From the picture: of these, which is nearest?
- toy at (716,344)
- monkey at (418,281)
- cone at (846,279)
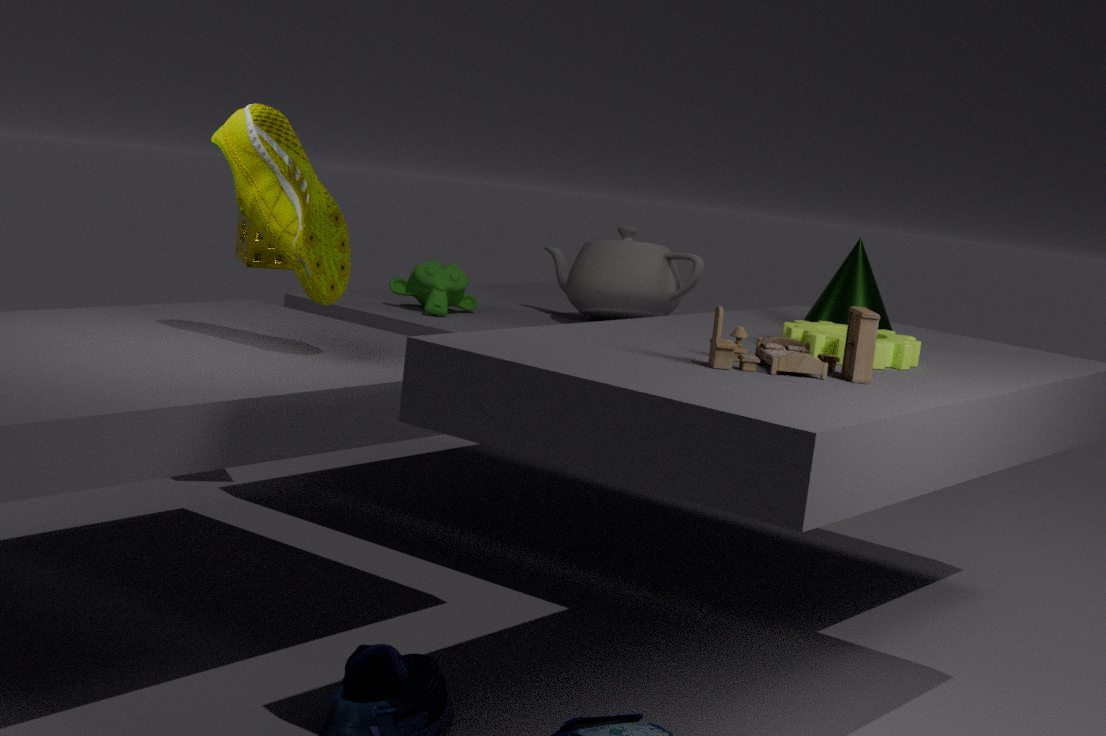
toy at (716,344)
